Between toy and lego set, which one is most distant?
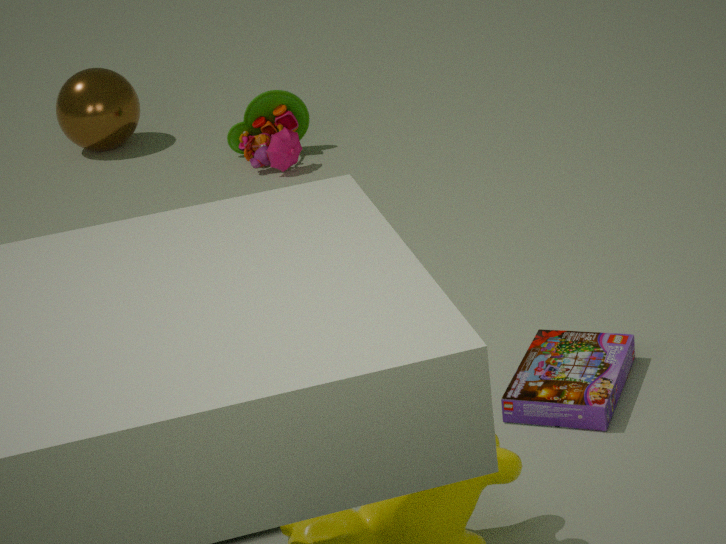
toy
